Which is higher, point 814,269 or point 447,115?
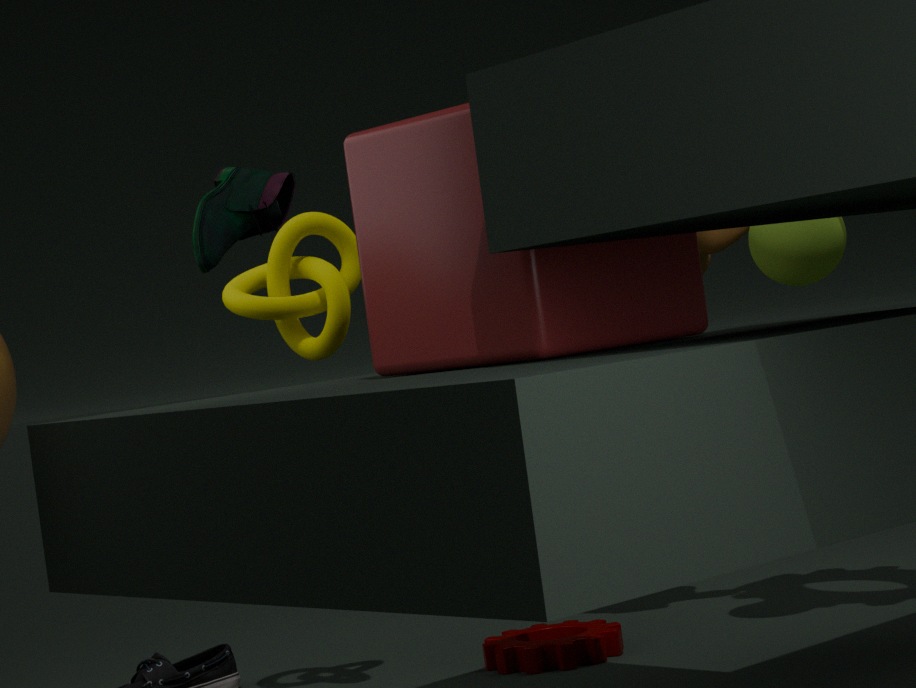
point 447,115
